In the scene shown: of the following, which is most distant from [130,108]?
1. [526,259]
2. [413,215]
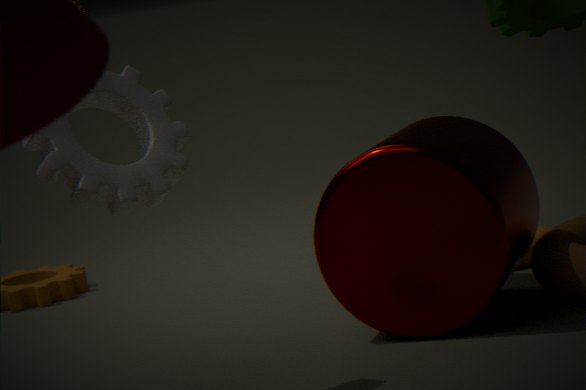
[526,259]
